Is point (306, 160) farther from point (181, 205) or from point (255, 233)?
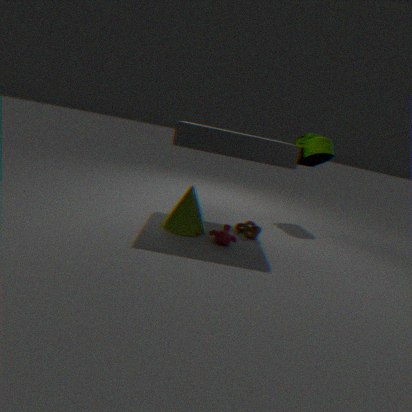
point (181, 205)
